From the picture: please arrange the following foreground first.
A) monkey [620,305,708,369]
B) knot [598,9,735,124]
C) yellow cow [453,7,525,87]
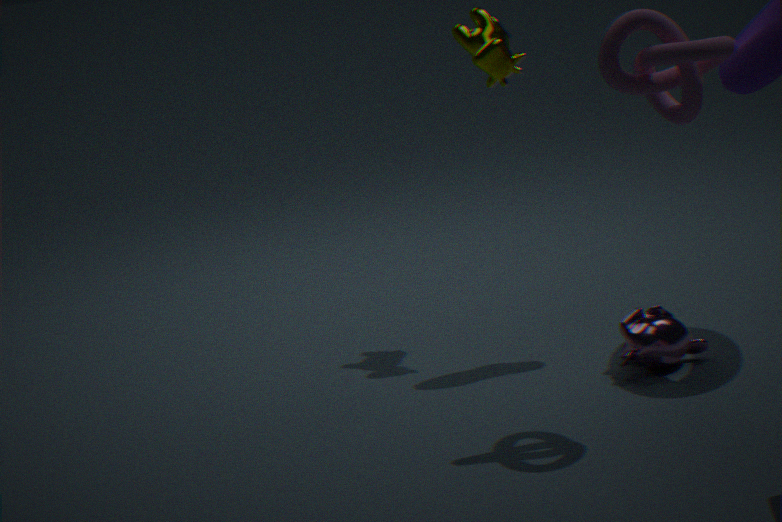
knot [598,9,735,124], monkey [620,305,708,369], yellow cow [453,7,525,87]
